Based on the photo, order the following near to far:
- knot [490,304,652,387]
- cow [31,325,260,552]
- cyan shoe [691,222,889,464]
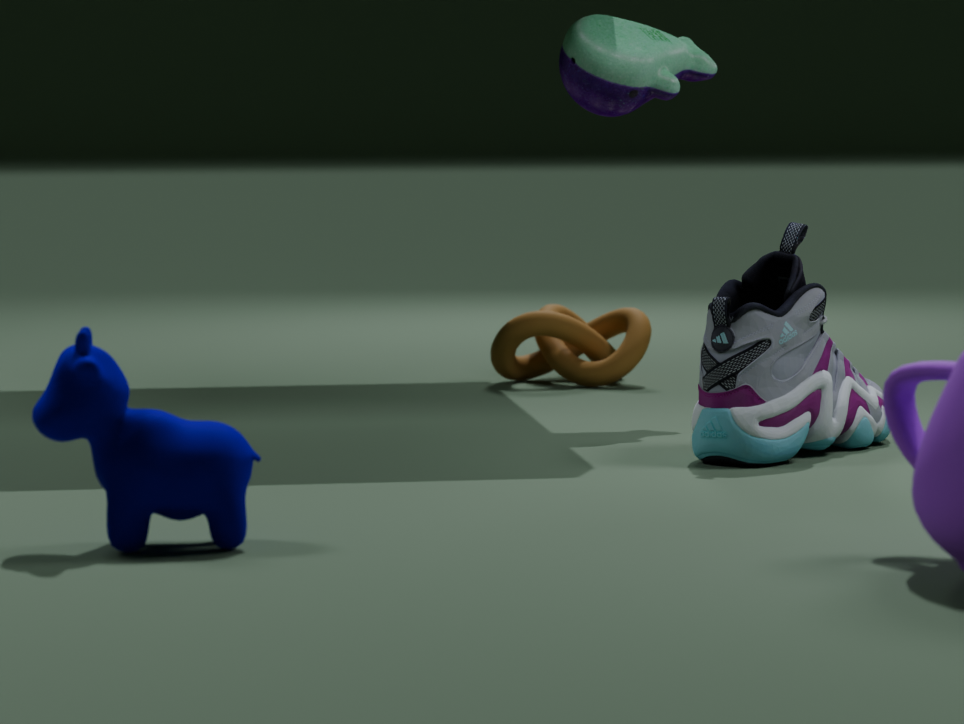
cow [31,325,260,552] → cyan shoe [691,222,889,464] → knot [490,304,652,387]
